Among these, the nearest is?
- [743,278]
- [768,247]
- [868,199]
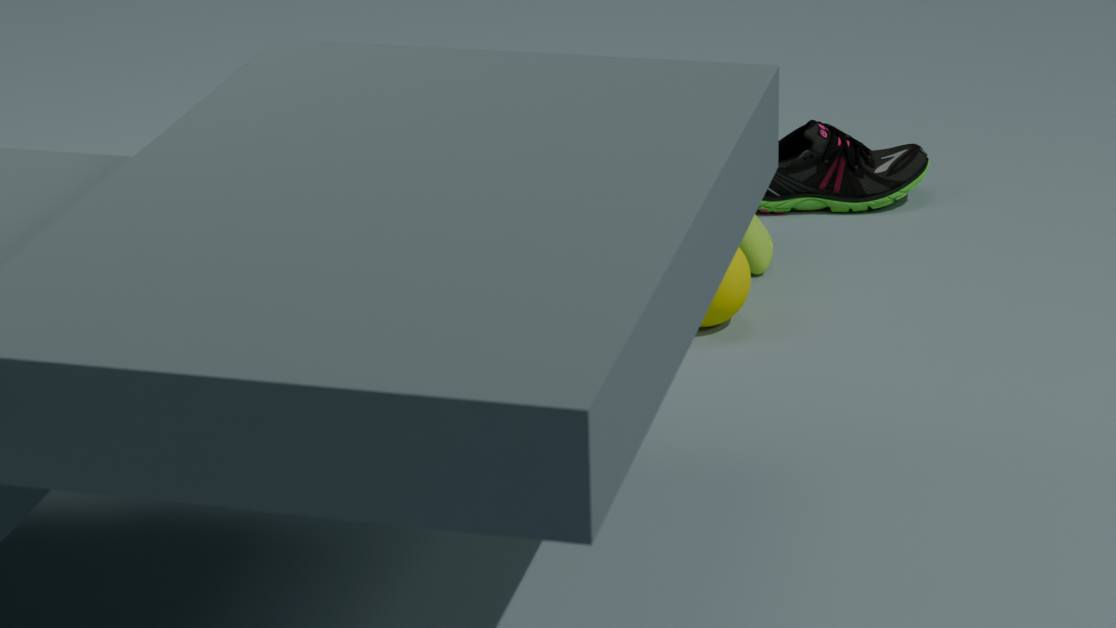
[743,278]
